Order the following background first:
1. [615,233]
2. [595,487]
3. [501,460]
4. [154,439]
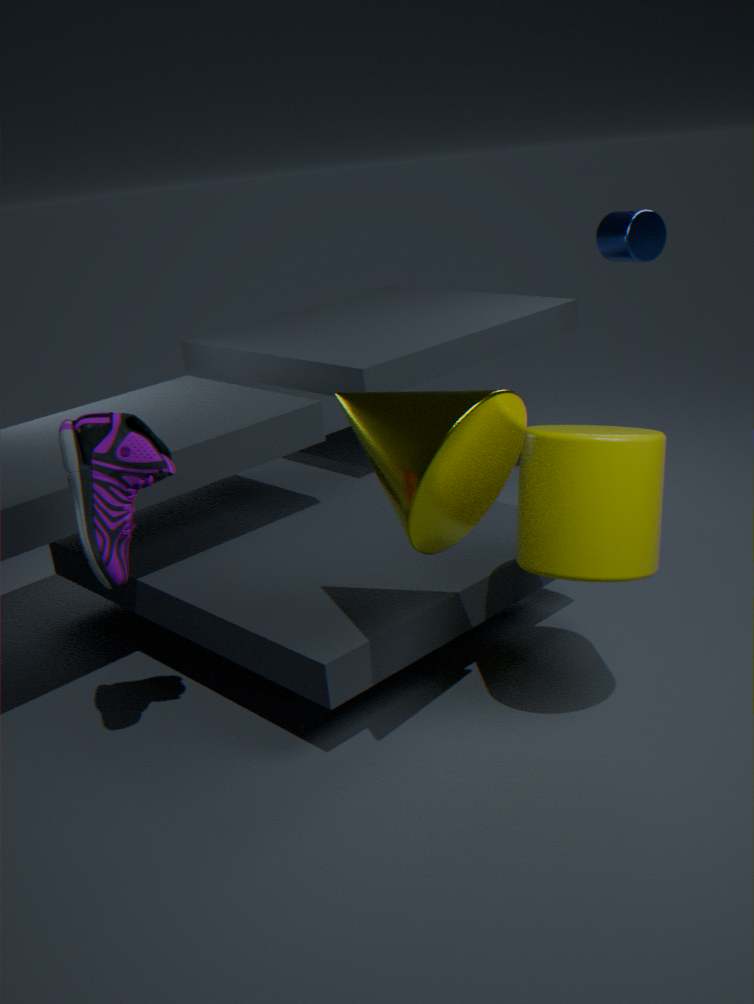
[615,233]
[154,439]
[501,460]
[595,487]
